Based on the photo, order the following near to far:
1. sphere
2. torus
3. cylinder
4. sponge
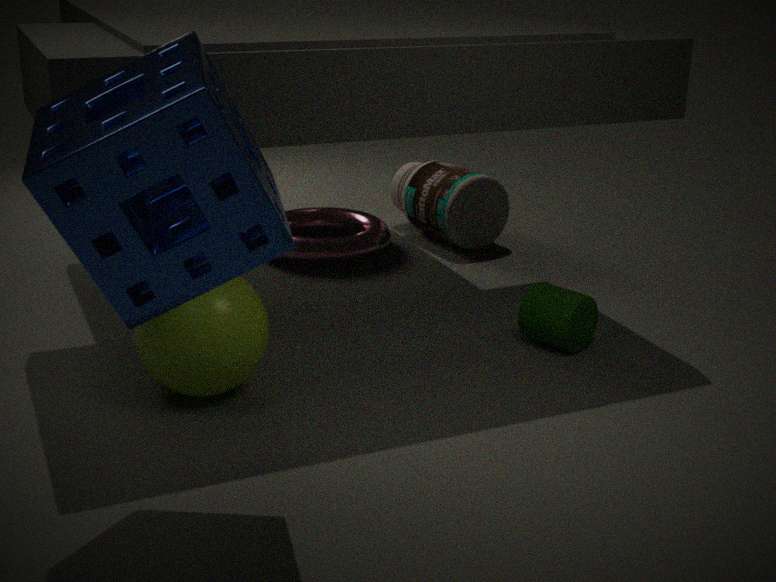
sponge
sphere
cylinder
torus
